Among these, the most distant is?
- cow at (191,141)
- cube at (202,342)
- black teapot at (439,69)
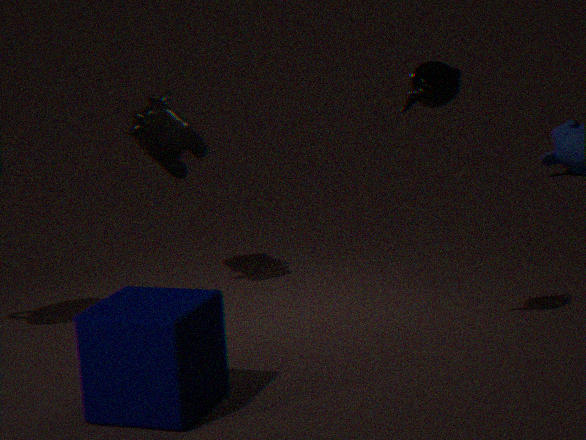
cow at (191,141)
